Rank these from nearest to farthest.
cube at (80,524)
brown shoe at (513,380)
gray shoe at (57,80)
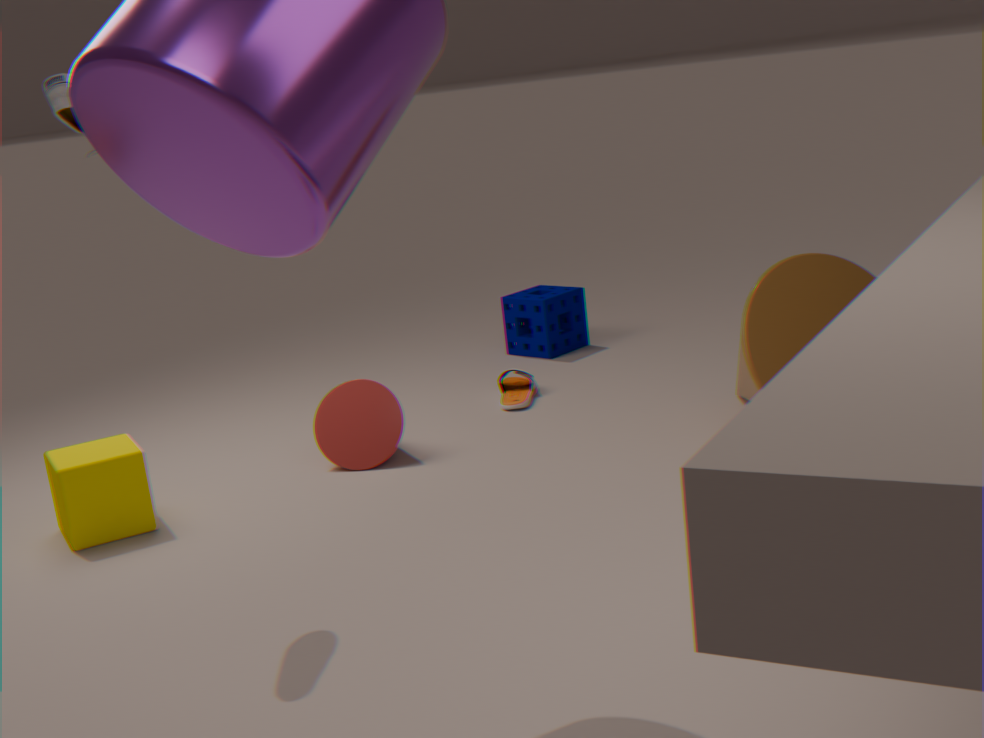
gray shoe at (57,80) < cube at (80,524) < brown shoe at (513,380)
